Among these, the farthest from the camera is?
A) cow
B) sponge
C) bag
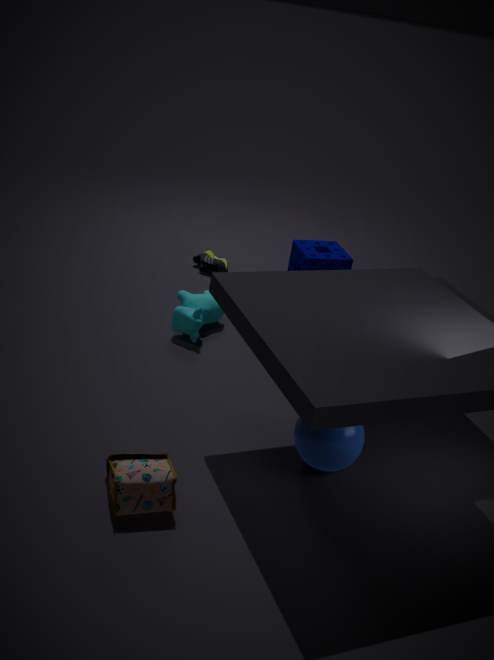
sponge
